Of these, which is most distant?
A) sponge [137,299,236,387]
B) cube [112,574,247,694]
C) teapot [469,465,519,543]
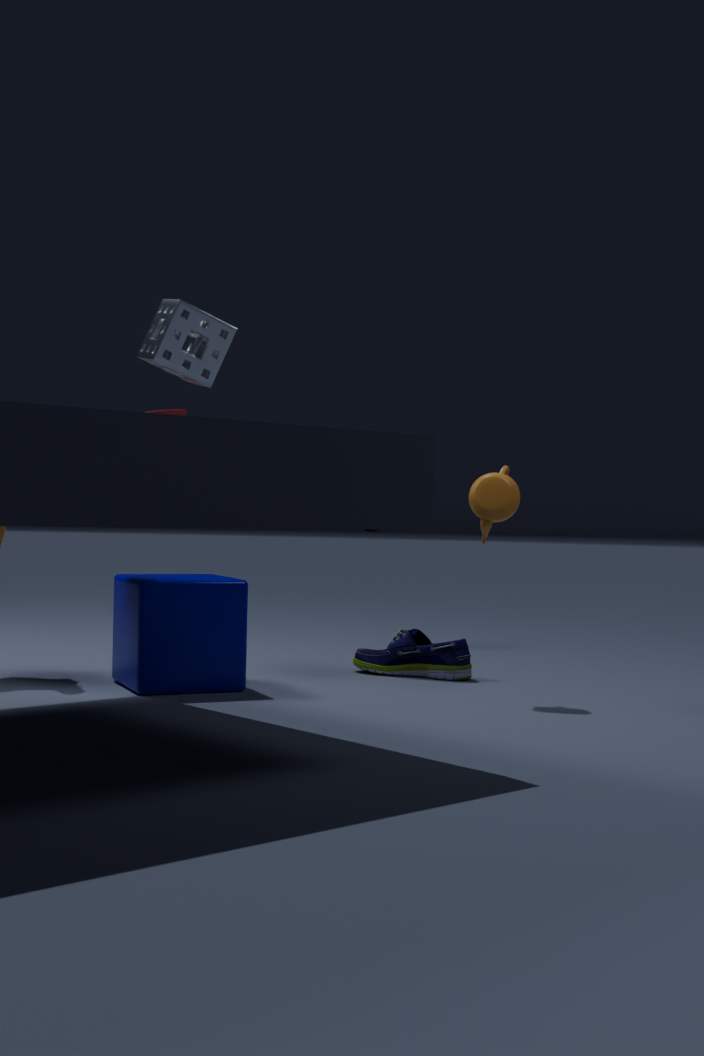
teapot [469,465,519,543]
